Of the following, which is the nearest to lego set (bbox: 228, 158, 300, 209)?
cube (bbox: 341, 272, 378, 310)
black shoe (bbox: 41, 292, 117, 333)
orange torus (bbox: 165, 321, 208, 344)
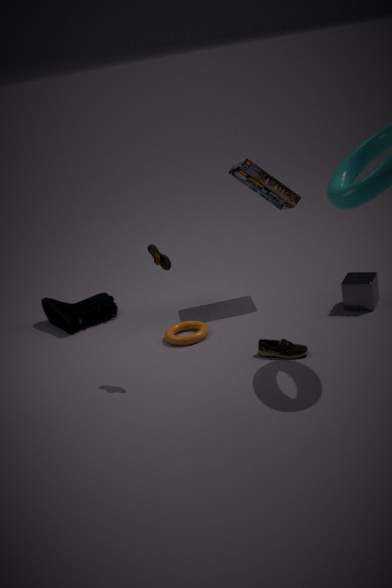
cube (bbox: 341, 272, 378, 310)
